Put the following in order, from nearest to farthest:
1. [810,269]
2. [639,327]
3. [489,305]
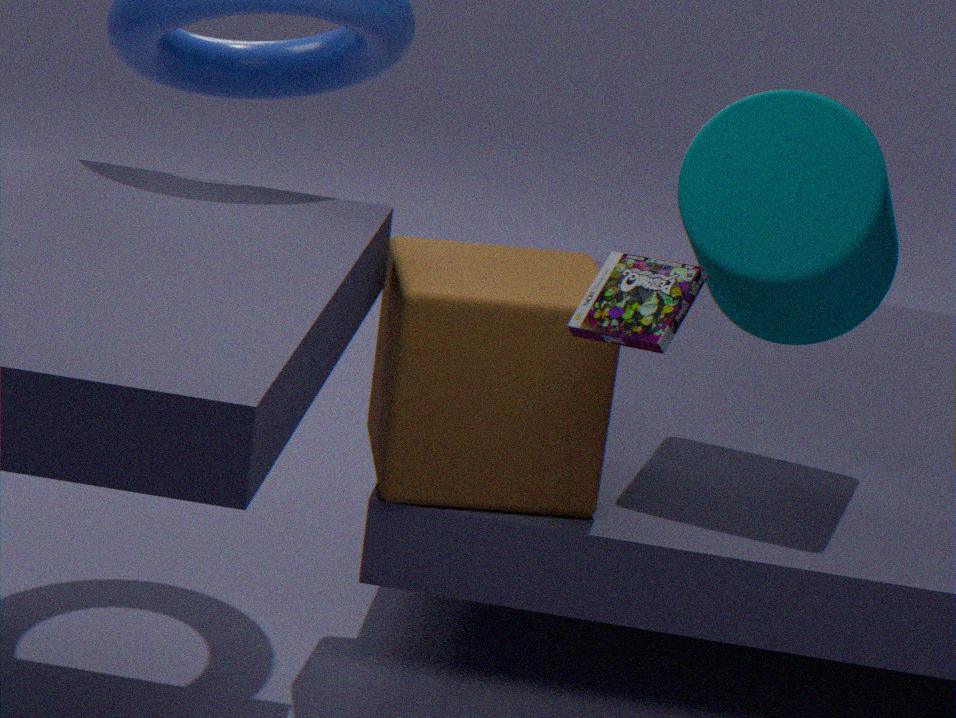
[639,327], [489,305], [810,269]
